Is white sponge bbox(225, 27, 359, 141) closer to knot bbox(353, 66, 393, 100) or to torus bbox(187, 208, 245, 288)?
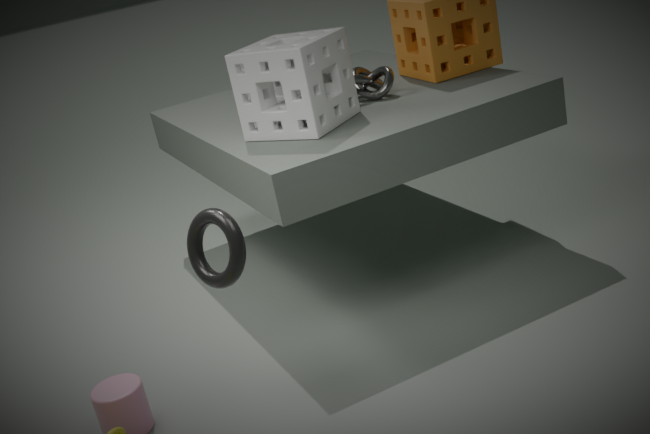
knot bbox(353, 66, 393, 100)
